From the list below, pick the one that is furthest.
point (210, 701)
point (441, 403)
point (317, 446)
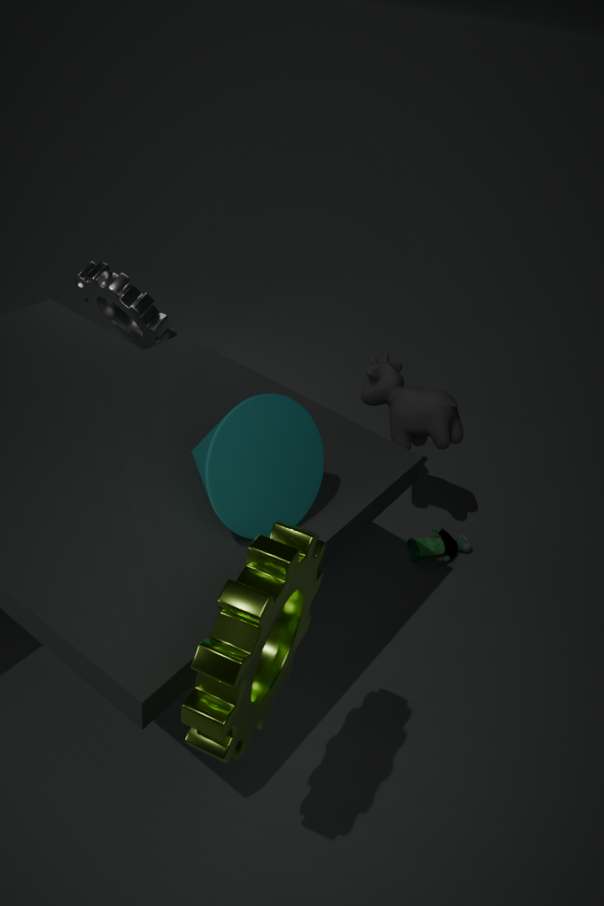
point (441, 403)
